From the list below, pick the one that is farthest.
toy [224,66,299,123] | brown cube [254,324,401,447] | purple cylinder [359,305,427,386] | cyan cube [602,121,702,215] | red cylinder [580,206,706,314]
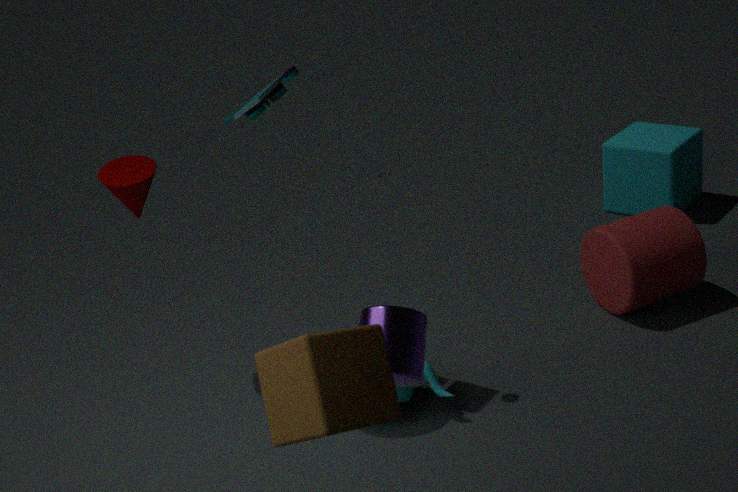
cyan cube [602,121,702,215]
